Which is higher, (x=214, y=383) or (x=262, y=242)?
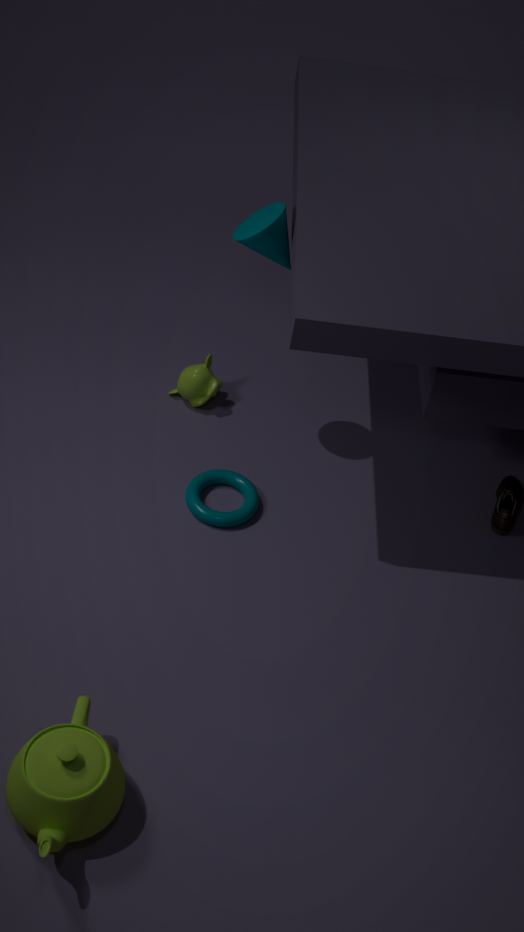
(x=262, y=242)
